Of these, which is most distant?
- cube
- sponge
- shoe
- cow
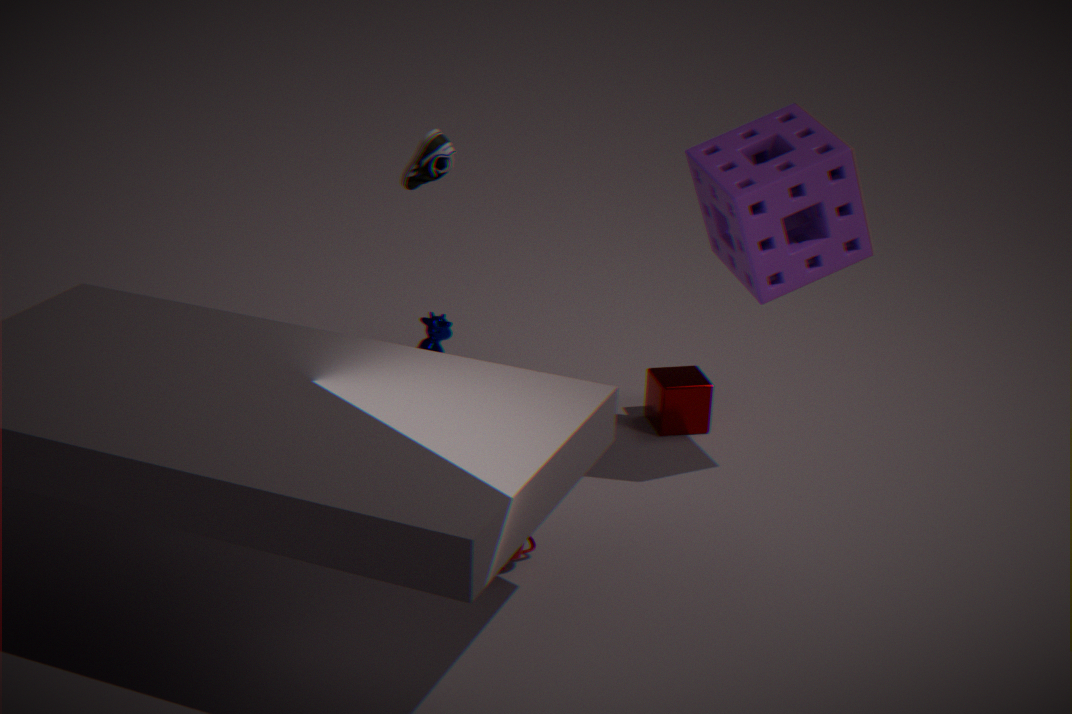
cow
